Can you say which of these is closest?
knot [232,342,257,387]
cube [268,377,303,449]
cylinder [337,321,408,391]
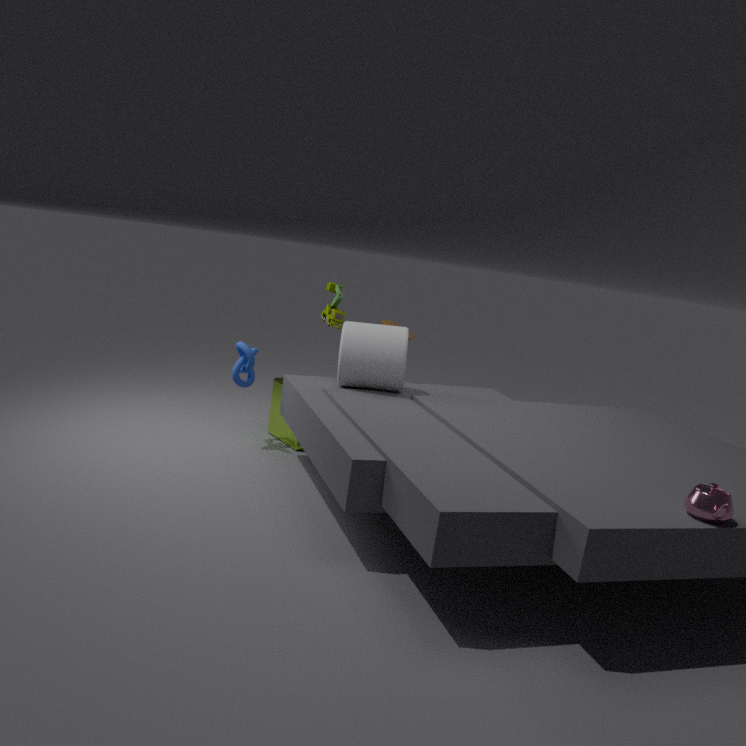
cylinder [337,321,408,391]
